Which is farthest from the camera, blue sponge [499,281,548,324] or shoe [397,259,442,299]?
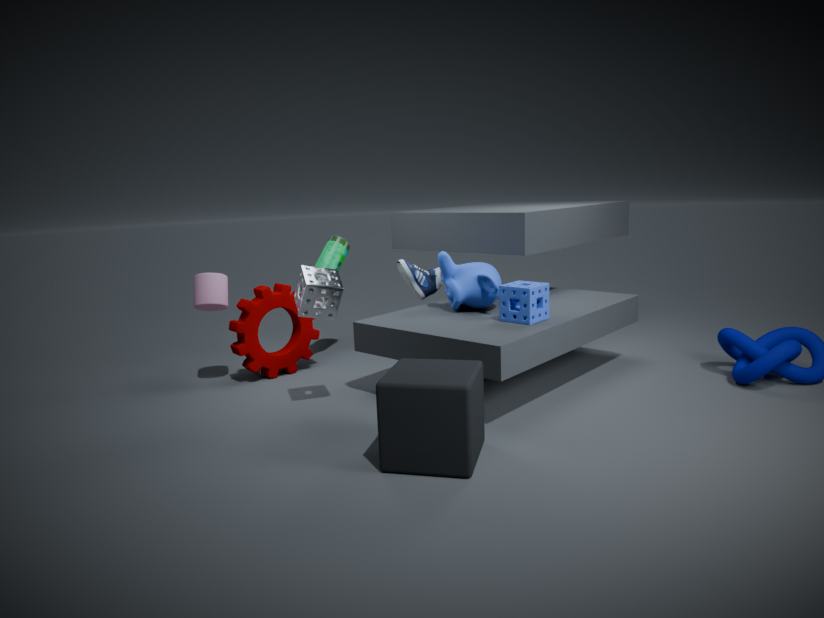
shoe [397,259,442,299]
